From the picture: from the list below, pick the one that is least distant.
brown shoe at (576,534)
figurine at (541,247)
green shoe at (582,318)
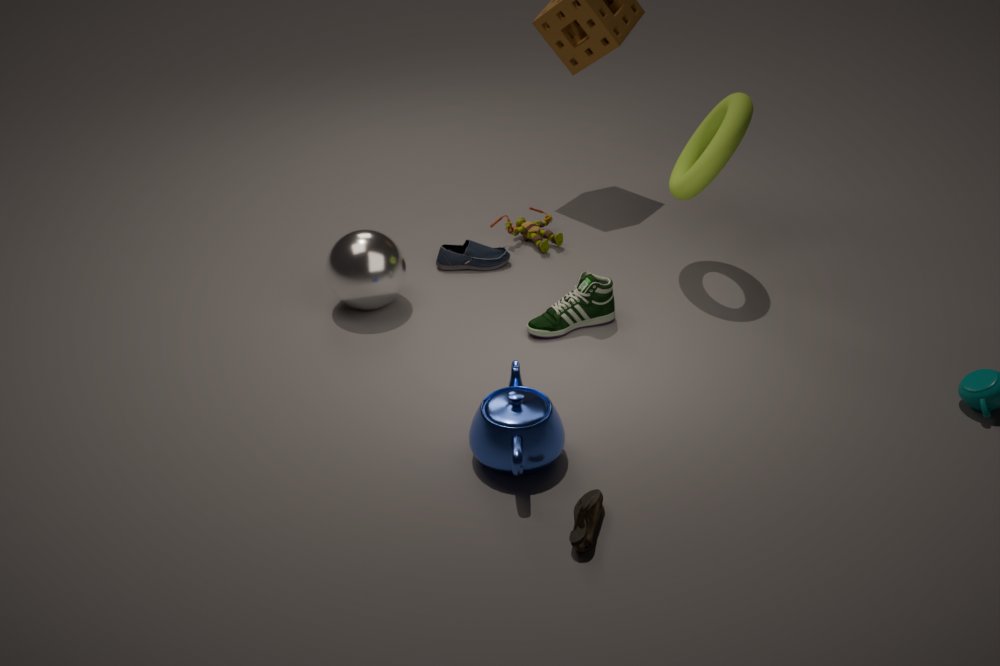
brown shoe at (576,534)
